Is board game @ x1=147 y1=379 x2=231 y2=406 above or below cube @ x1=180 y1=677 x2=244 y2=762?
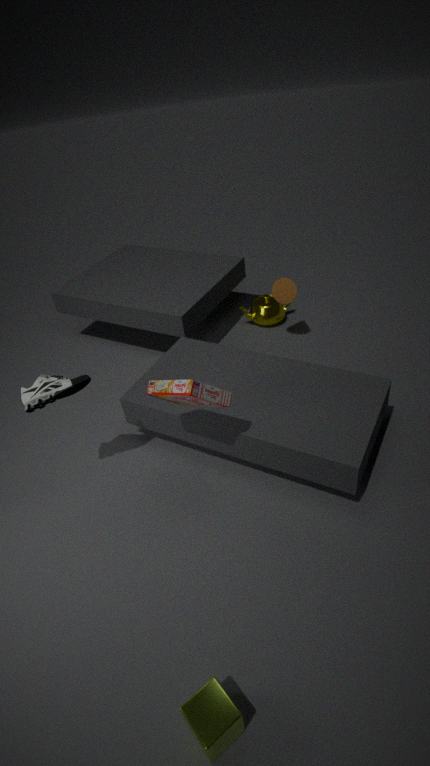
above
